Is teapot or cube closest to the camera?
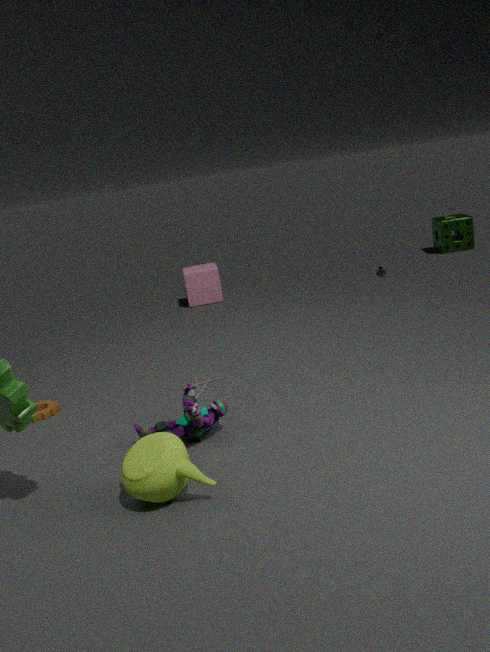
teapot
